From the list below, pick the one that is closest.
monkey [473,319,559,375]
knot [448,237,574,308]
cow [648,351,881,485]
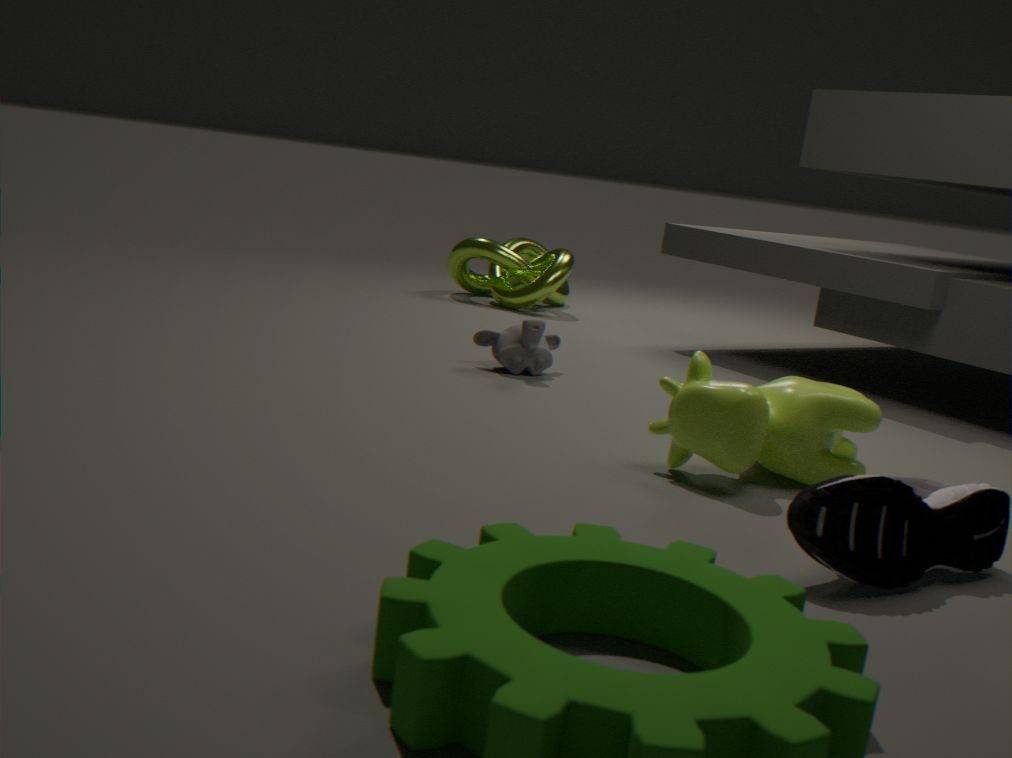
cow [648,351,881,485]
